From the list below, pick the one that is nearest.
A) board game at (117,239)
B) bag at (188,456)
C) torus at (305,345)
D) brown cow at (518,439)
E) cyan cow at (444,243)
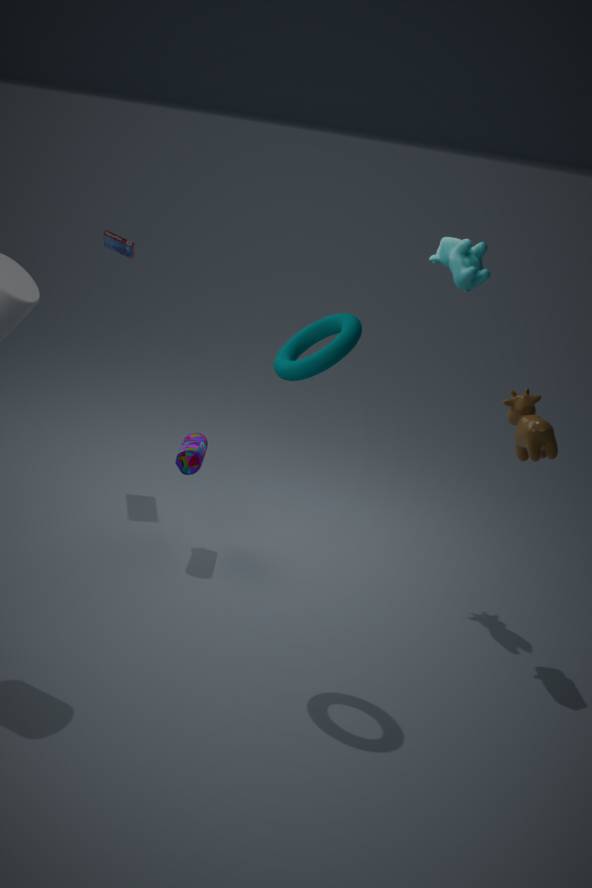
torus at (305,345)
